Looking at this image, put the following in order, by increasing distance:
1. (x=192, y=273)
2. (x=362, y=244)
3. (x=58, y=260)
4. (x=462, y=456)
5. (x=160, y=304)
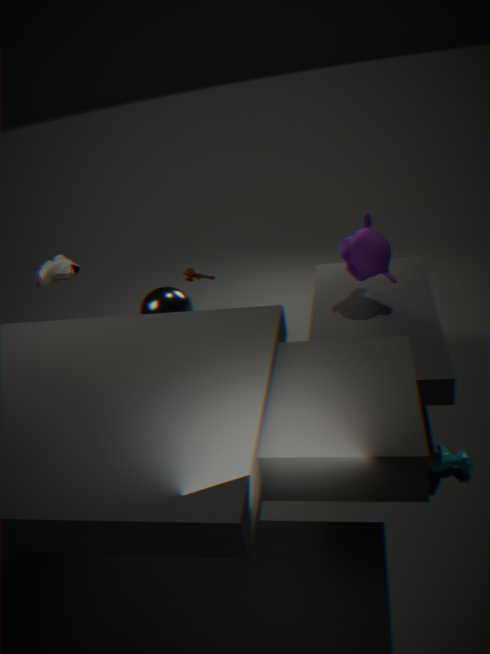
(x=462, y=456) < (x=362, y=244) < (x=160, y=304) < (x=58, y=260) < (x=192, y=273)
